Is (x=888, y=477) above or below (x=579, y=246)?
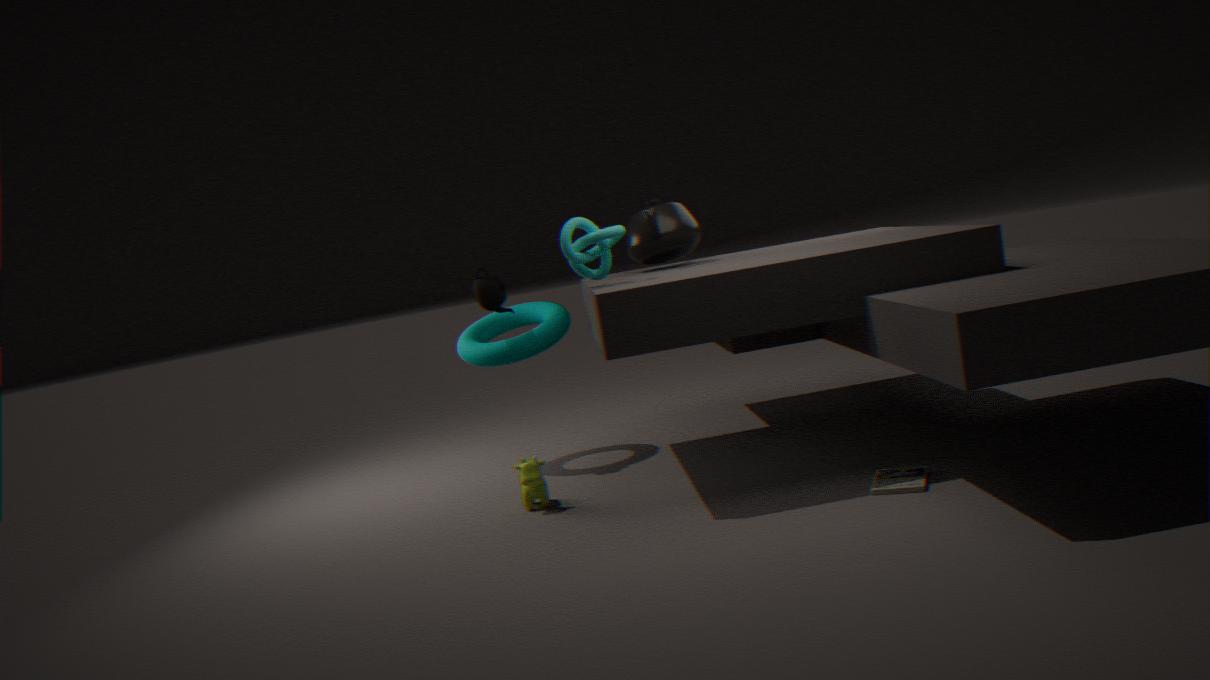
below
